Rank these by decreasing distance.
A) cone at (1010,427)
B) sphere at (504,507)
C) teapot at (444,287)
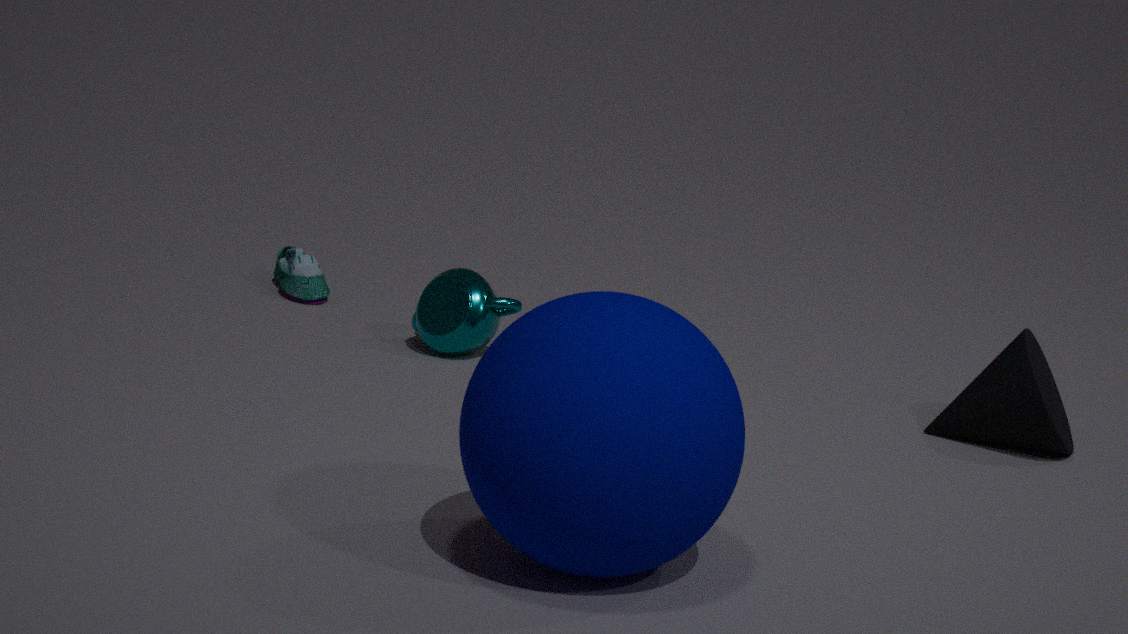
teapot at (444,287)
cone at (1010,427)
sphere at (504,507)
